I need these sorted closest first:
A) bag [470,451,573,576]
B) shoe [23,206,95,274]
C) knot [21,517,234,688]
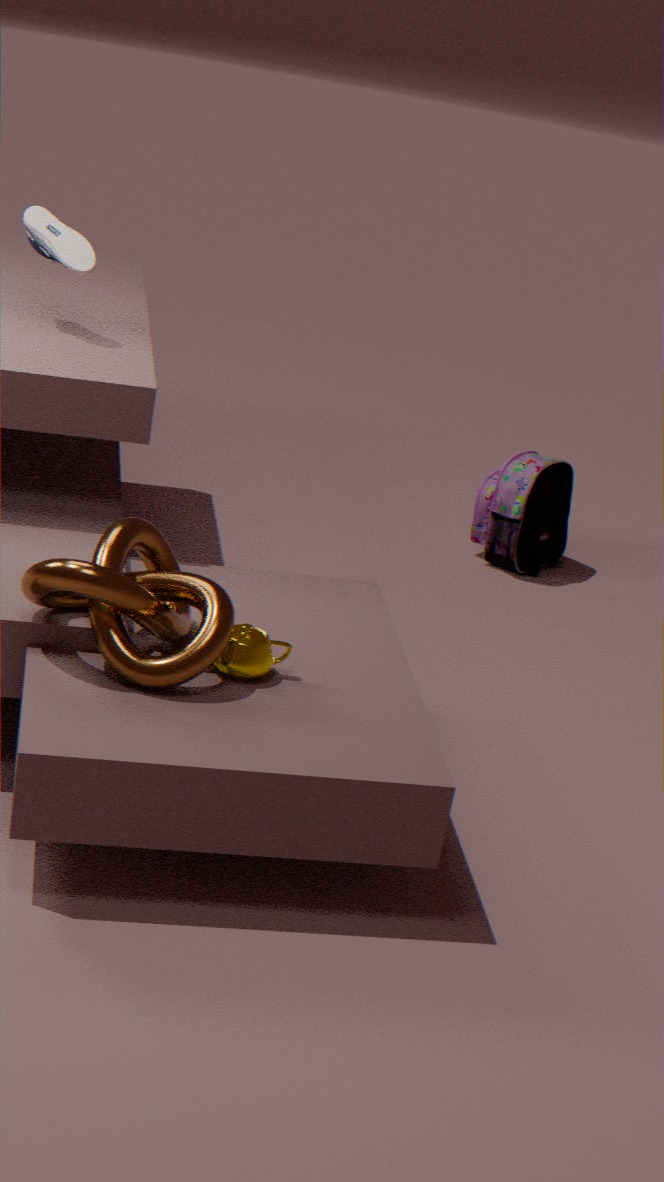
C. knot [21,517,234,688] → B. shoe [23,206,95,274] → A. bag [470,451,573,576]
